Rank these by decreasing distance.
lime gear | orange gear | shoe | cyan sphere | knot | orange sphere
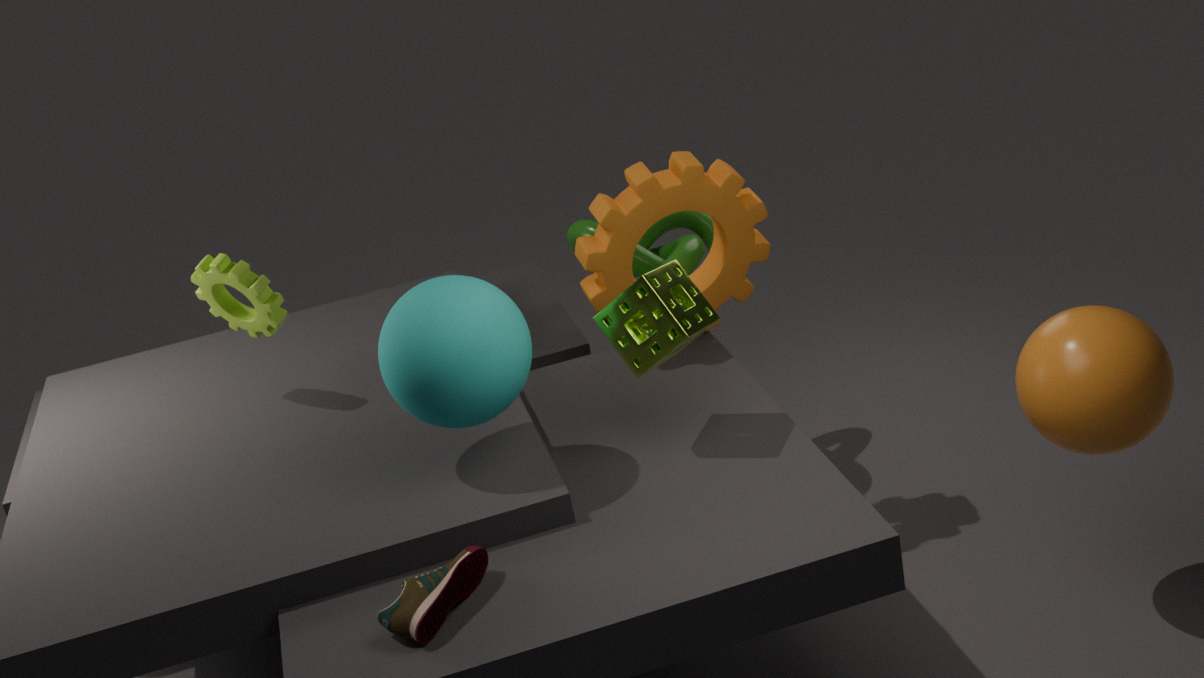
knot → orange gear → lime gear → orange sphere → cyan sphere → shoe
